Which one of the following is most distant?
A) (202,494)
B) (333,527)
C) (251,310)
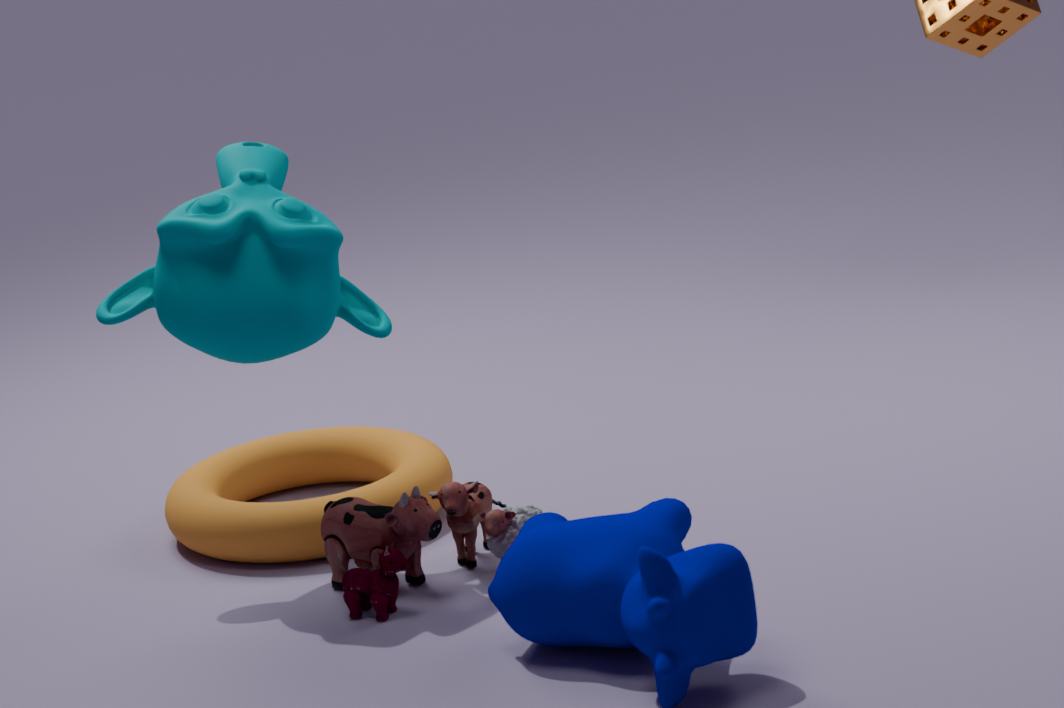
(202,494)
